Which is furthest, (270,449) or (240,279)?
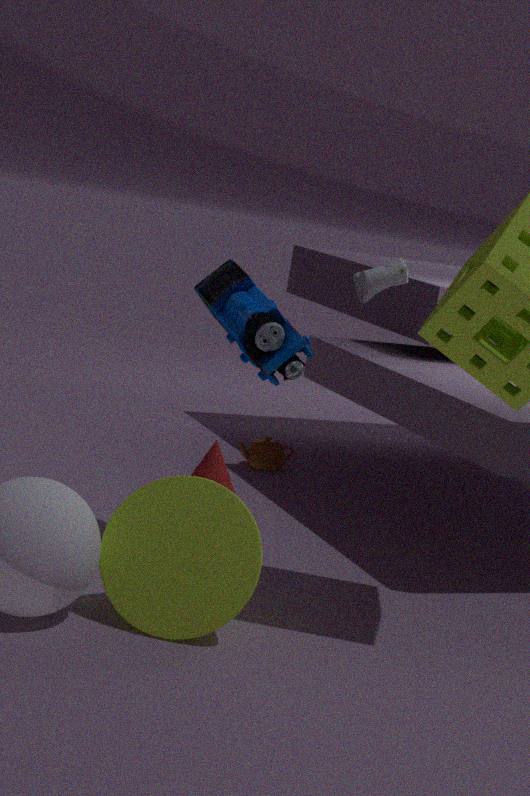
(270,449)
